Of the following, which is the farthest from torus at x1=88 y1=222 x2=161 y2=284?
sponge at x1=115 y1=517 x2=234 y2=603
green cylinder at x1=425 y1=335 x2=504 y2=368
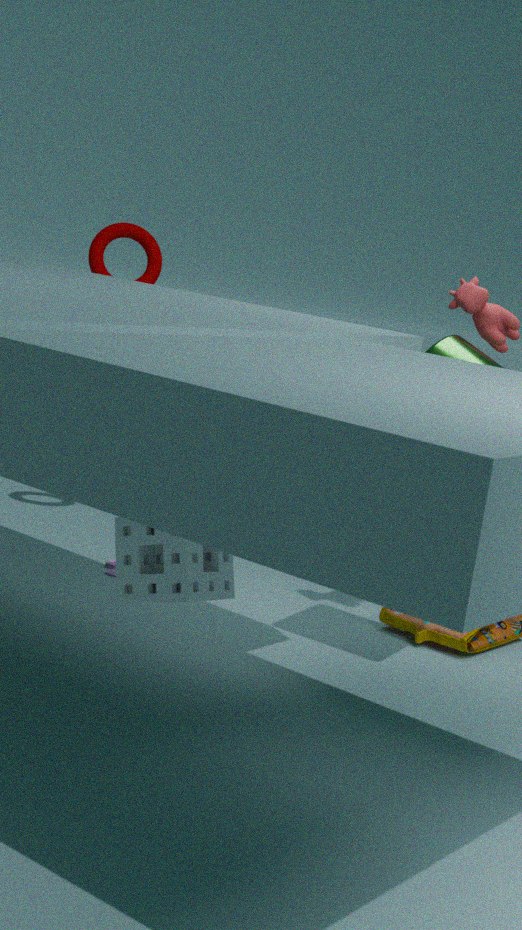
sponge at x1=115 y1=517 x2=234 y2=603
